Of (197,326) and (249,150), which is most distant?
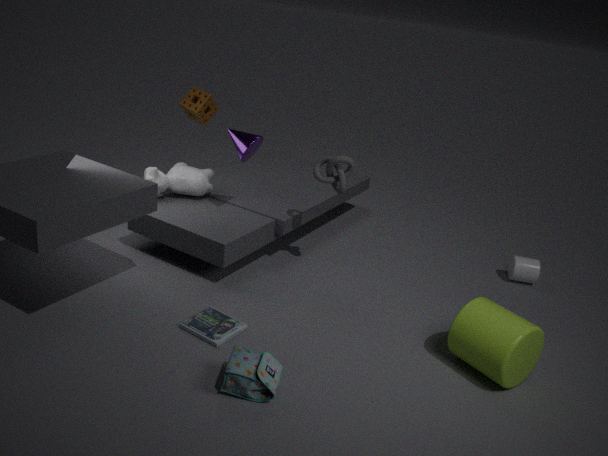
(249,150)
